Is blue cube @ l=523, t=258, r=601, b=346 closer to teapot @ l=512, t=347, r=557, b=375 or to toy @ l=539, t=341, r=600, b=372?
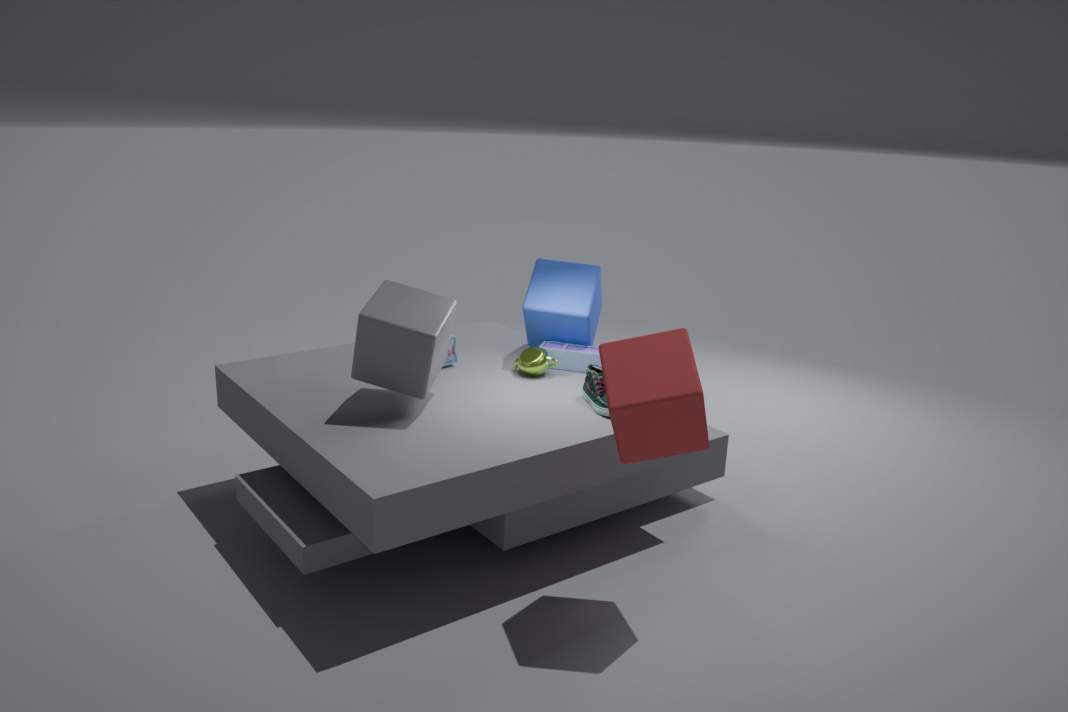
toy @ l=539, t=341, r=600, b=372
